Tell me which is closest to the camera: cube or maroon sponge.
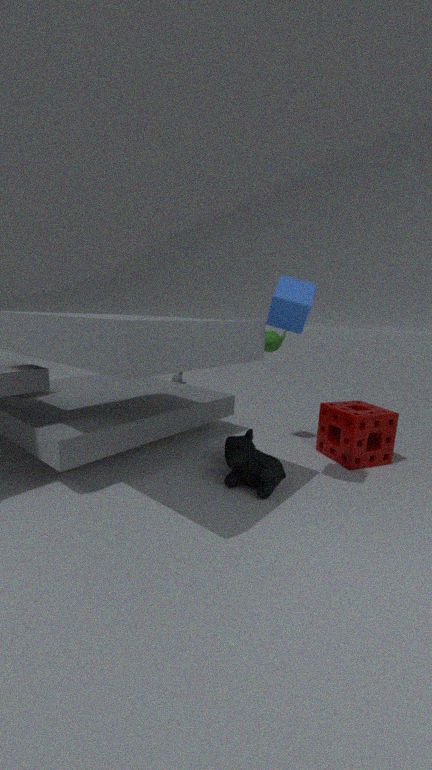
cube
